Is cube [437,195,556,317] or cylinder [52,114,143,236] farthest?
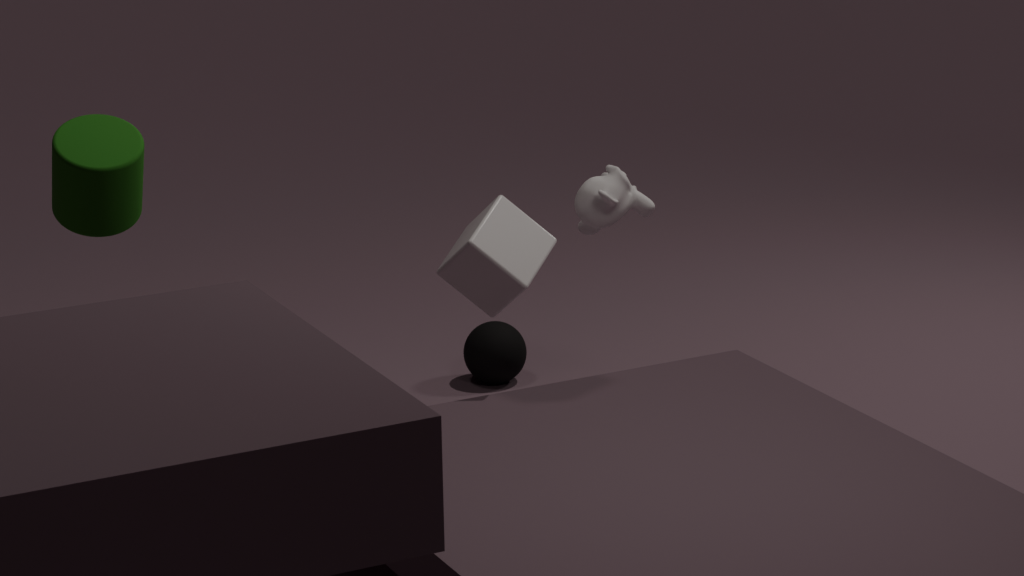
cube [437,195,556,317]
